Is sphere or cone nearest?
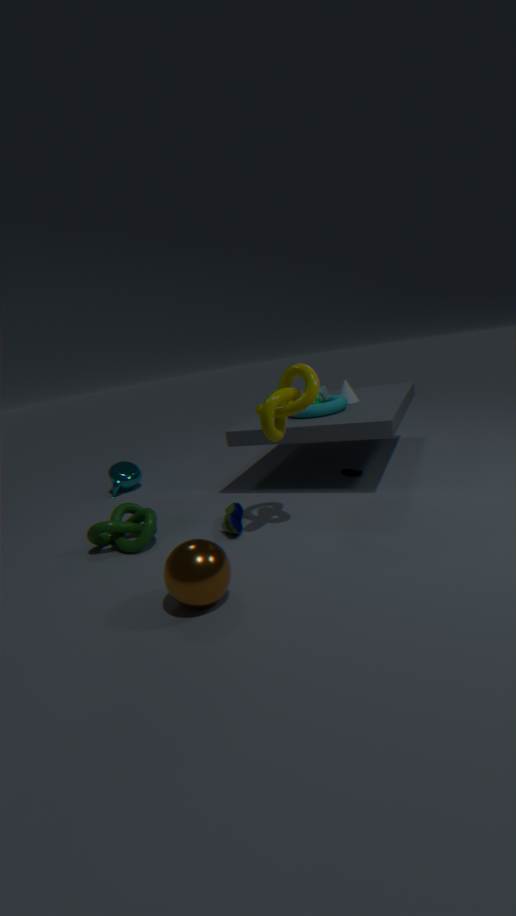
sphere
